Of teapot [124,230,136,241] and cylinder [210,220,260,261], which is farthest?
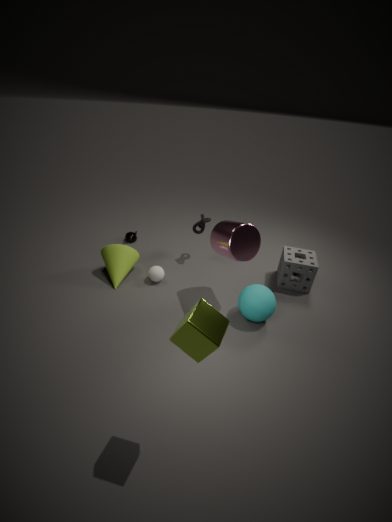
teapot [124,230,136,241]
